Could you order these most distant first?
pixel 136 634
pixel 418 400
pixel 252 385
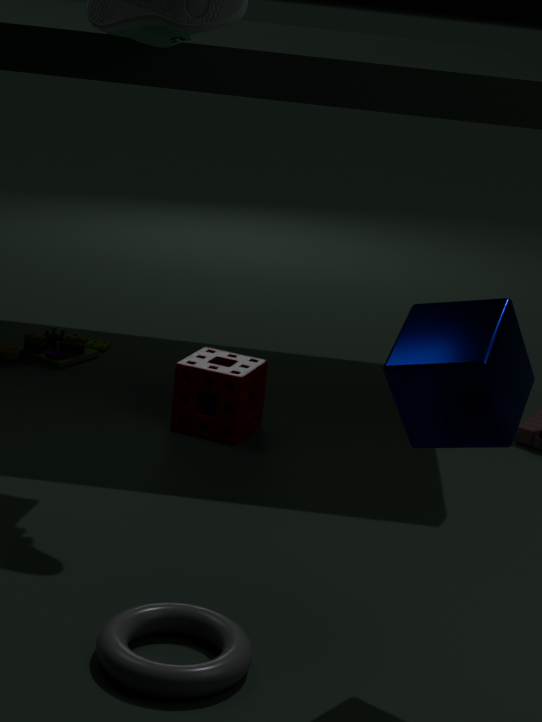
pixel 252 385 < pixel 136 634 < pixel 418 400
